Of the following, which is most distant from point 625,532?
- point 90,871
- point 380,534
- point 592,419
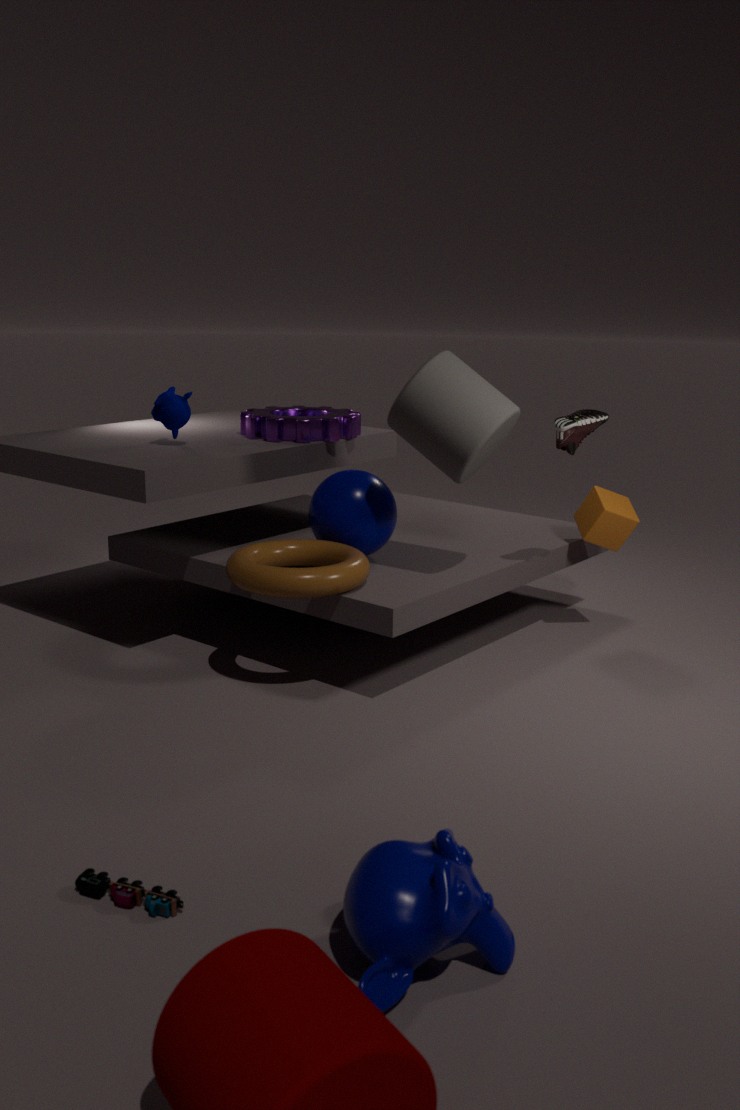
point 90,871
